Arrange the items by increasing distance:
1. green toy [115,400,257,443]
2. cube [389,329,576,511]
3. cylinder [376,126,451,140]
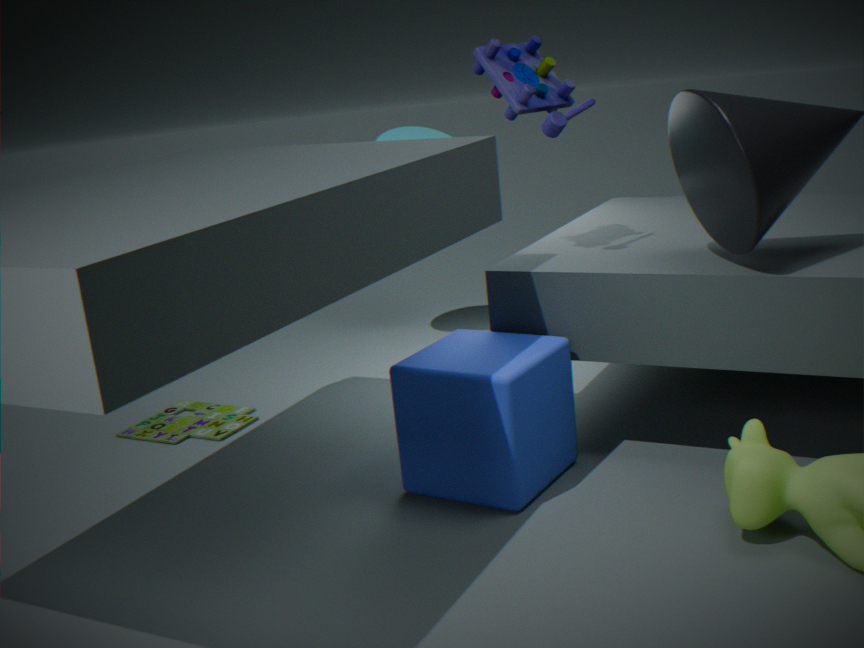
cube [389,329,576,511], green toy [115,400,257,443], cylinder [376,126,451,140]
